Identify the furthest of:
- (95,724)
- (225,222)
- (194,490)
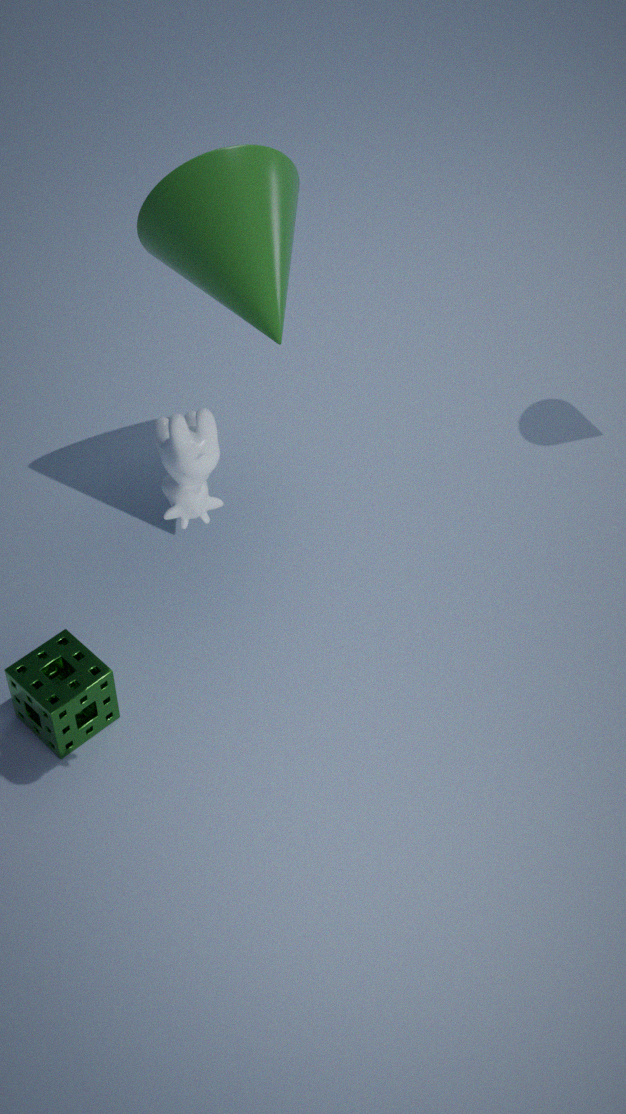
(225,222)
